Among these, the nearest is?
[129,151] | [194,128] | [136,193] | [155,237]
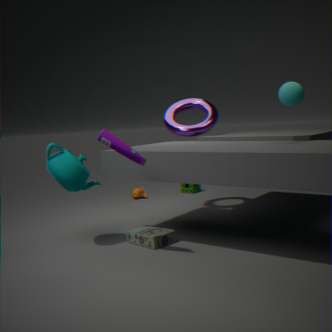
[129,151]
